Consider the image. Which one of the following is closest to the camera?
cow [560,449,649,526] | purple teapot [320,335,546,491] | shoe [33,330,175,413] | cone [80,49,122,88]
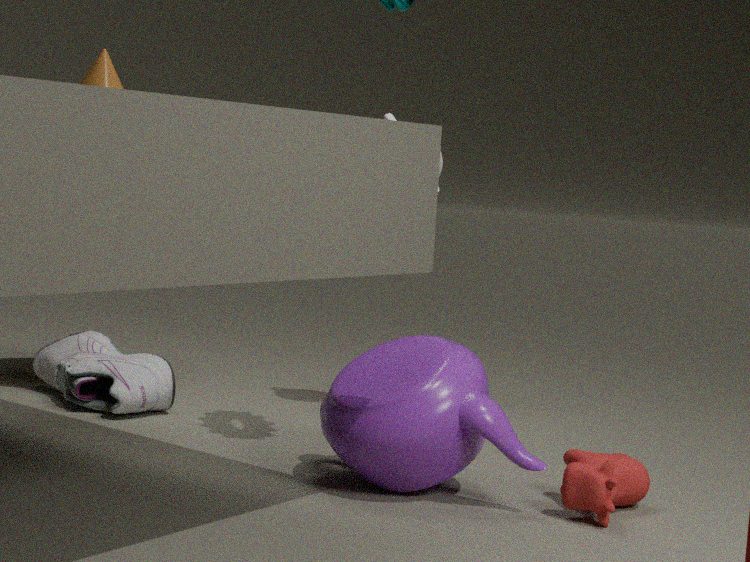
cow [560,449,649,526]
